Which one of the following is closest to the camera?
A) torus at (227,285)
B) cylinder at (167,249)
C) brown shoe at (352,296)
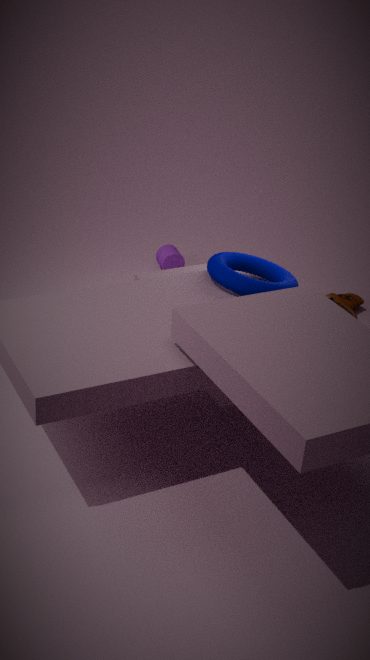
torus at (227,285)
